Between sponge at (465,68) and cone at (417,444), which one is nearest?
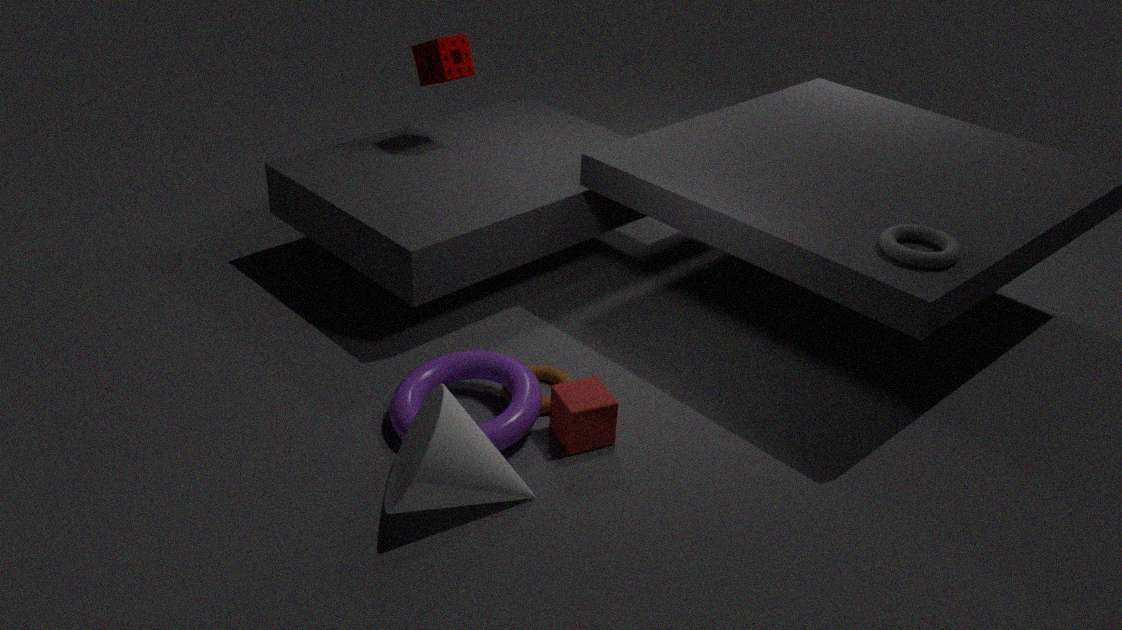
cone at (417,444)
